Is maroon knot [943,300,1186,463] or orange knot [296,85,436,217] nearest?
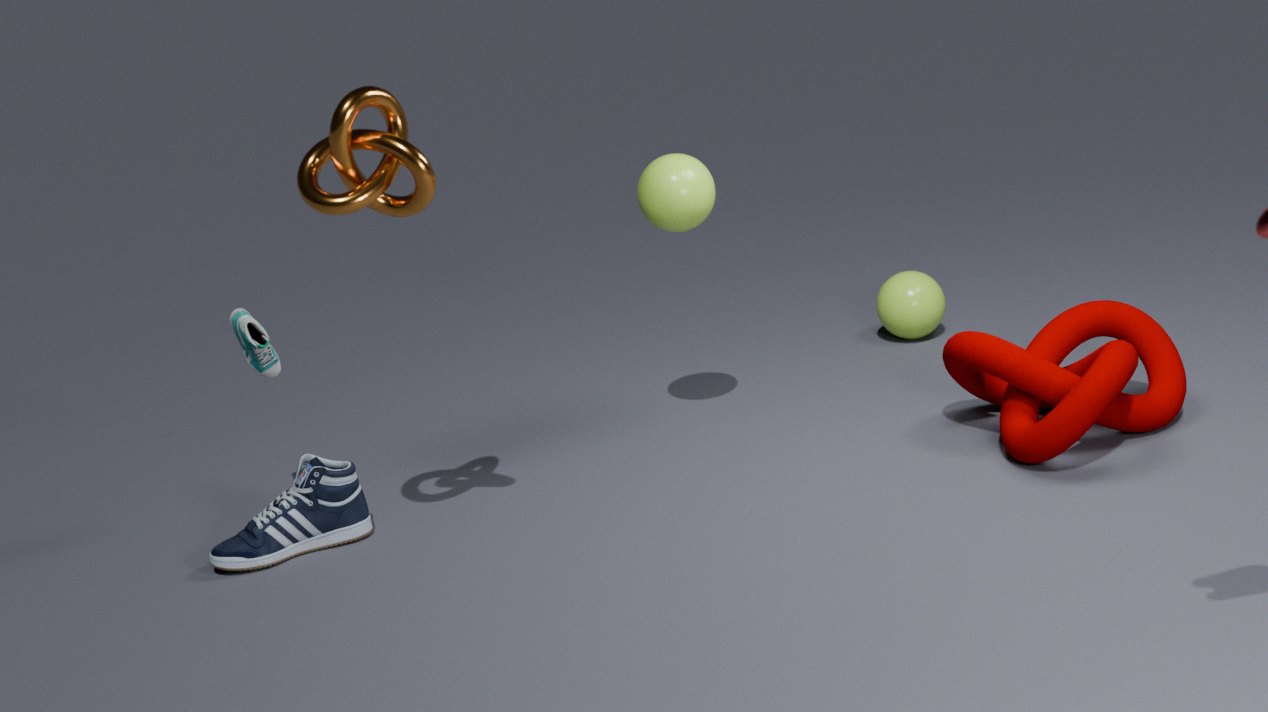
orange knot [296,85,436,217]
